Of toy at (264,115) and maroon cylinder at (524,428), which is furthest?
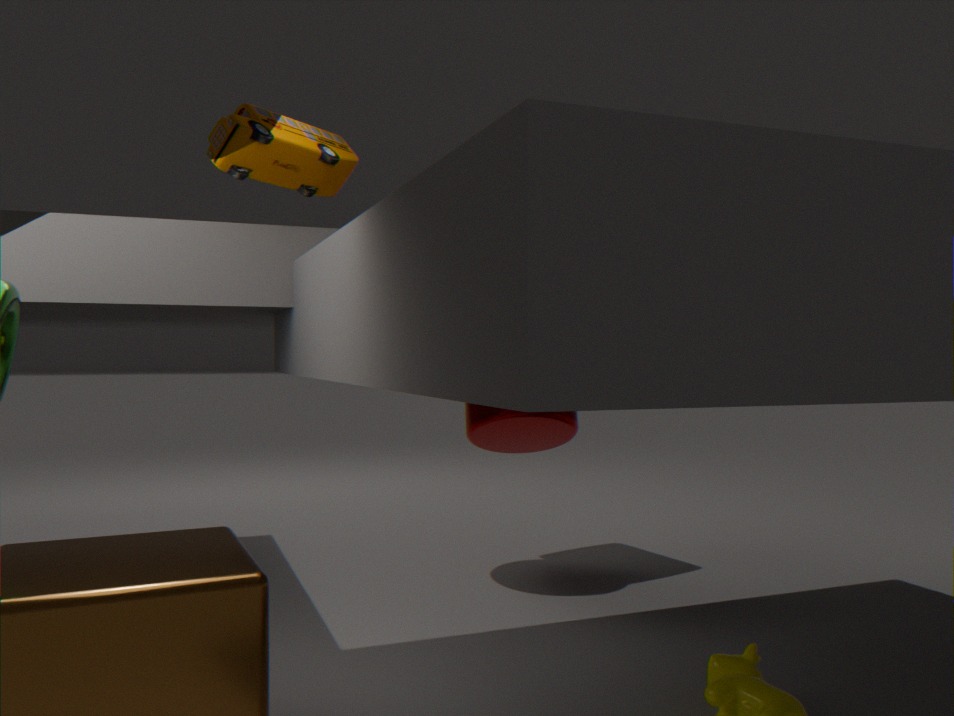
maroon cylinder at (524,428)
